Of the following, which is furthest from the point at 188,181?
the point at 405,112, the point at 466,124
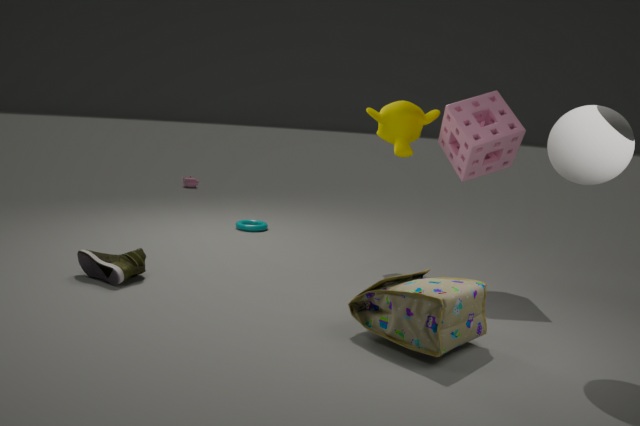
the point at 466,124
